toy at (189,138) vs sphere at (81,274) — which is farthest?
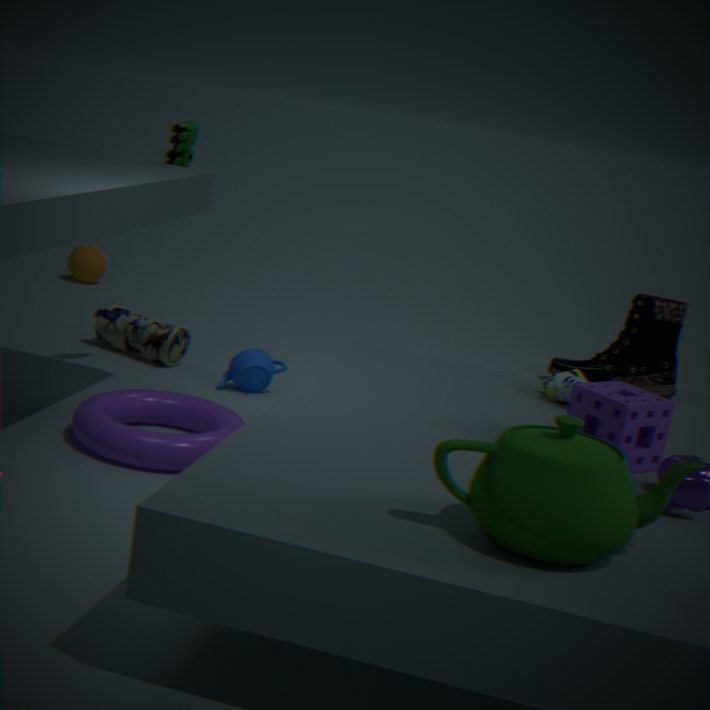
sphere at (81,274)
